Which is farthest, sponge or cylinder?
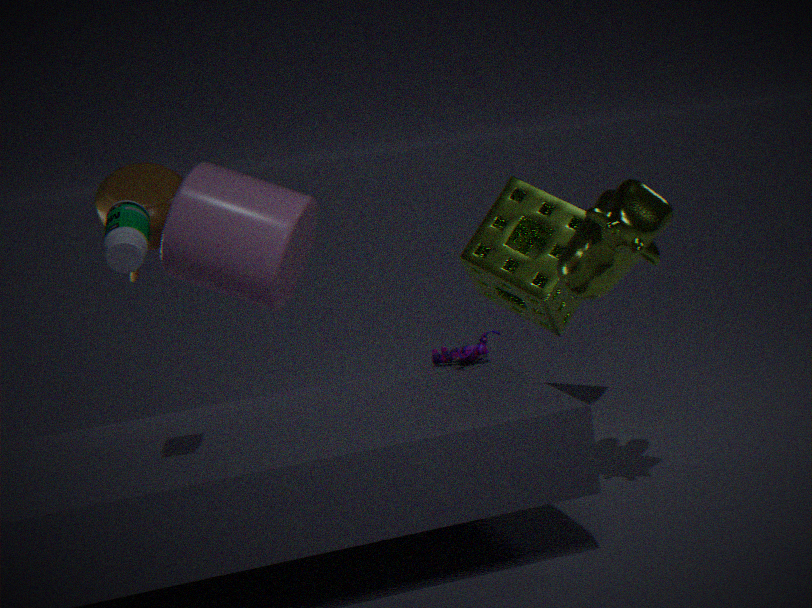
sponge
